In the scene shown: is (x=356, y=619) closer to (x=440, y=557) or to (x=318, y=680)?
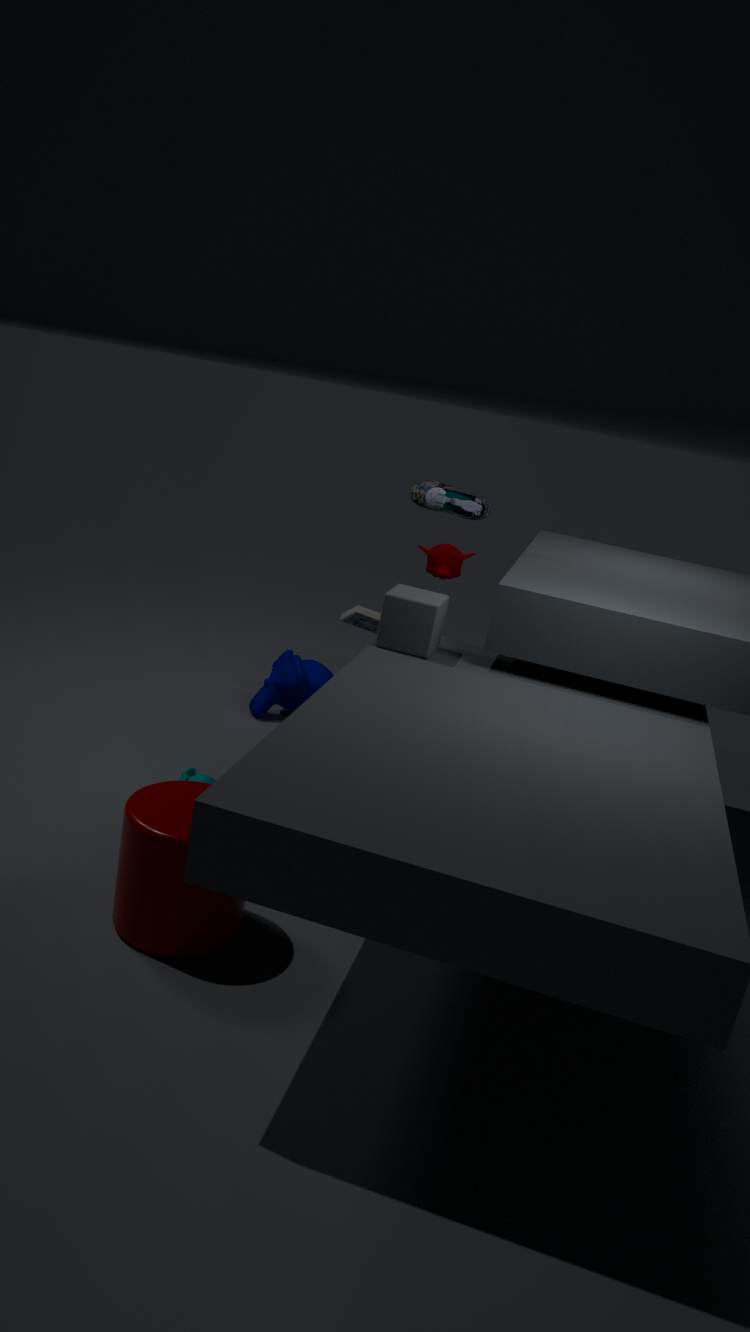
(x=440, y=557)
